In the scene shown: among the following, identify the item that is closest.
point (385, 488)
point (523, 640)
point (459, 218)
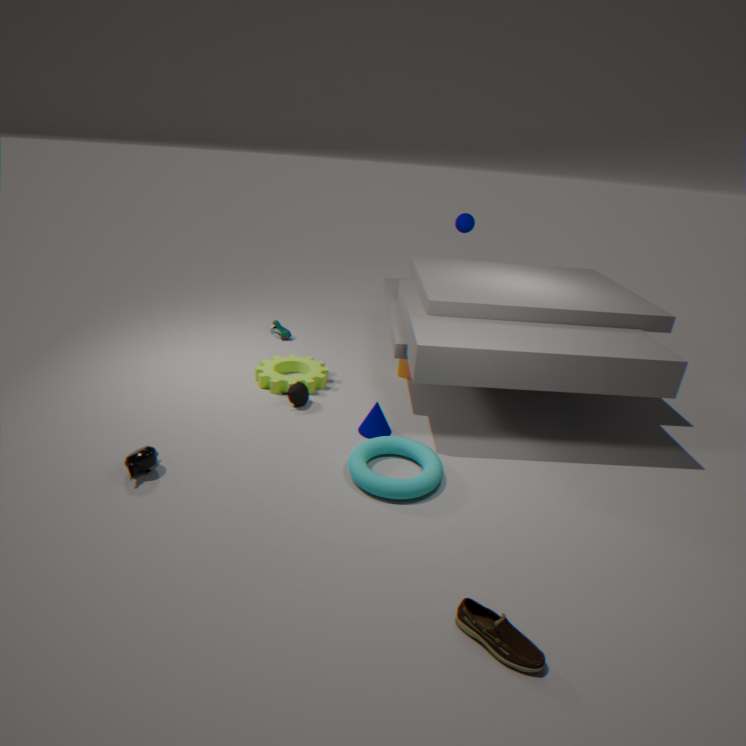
point (523, 640)
